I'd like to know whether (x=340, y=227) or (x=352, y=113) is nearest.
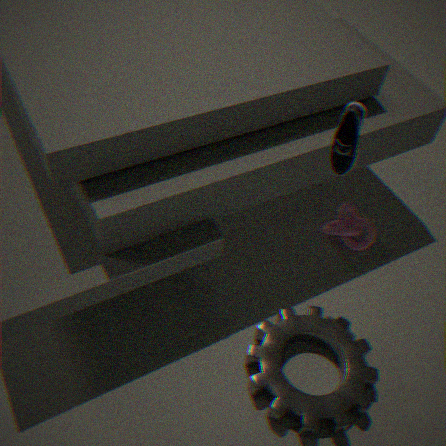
(x=352, y=113)
